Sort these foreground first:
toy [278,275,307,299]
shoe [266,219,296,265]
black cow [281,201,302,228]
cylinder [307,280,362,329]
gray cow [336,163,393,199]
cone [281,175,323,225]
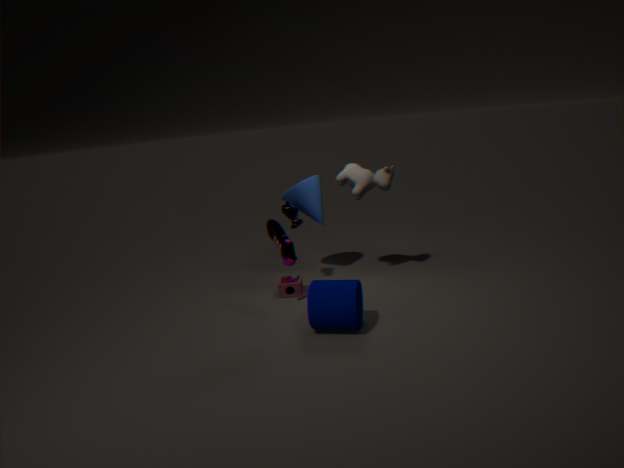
cylinder [307,280,362,329], shoe [266,219,296,265], toy [278,275,307,299], gray cow [336,163,393,199], black cow [281,201,302,228], cone [281,175,323,225]
